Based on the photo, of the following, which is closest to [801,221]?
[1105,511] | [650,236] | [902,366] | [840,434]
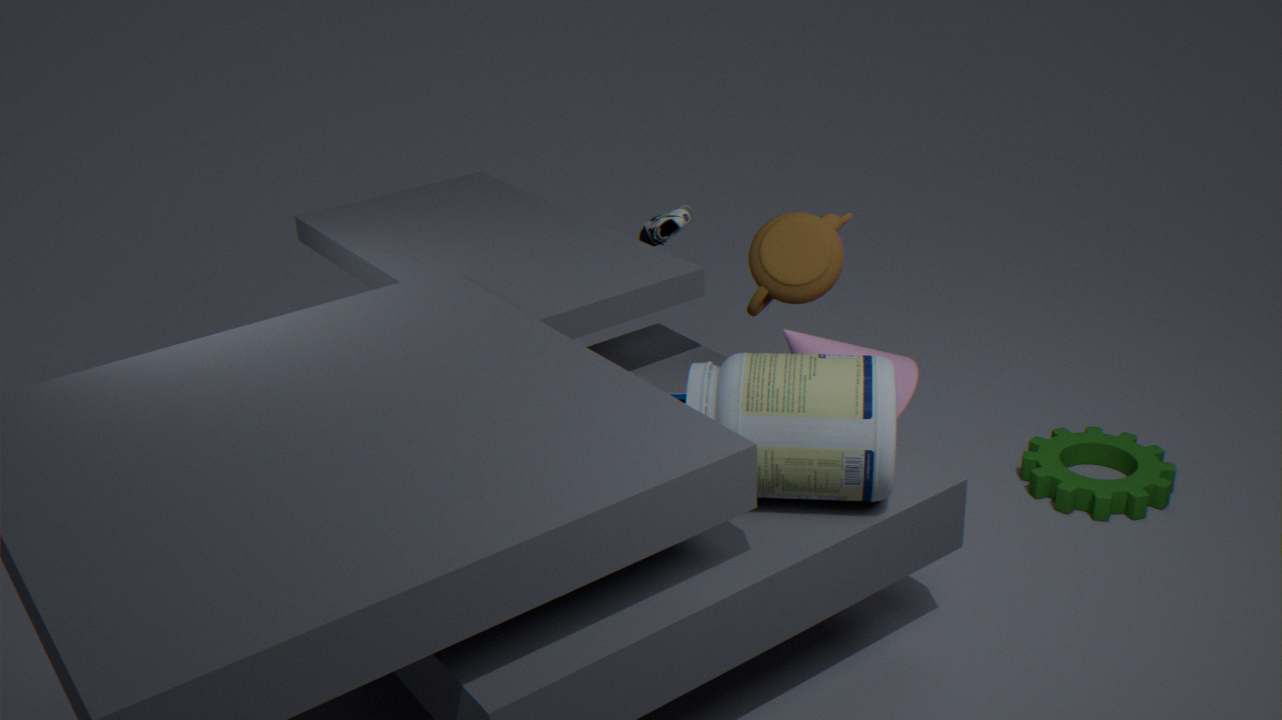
[902,366]
